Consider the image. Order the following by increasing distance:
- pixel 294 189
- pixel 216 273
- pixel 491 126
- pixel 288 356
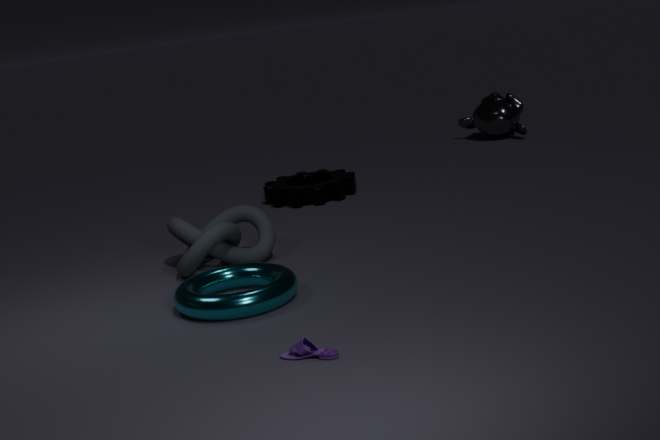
1. pixel 288 356
2. pixel 216 273
3. pixel 294 189
4. pixel 491 126
